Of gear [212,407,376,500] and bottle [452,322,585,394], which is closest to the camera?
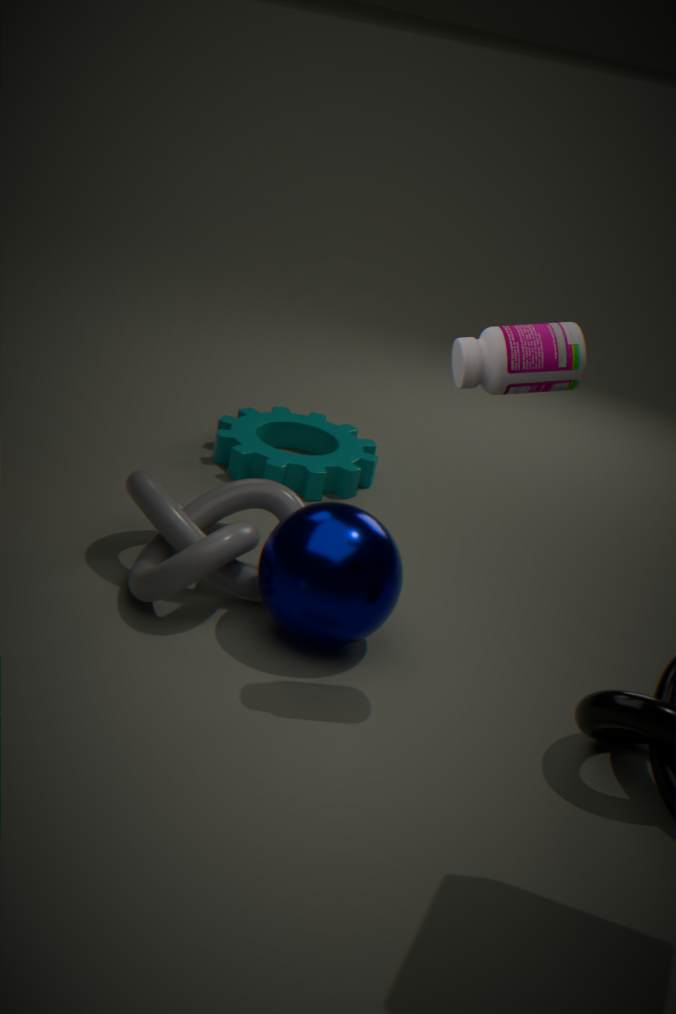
bottle [452,322,585,394]
